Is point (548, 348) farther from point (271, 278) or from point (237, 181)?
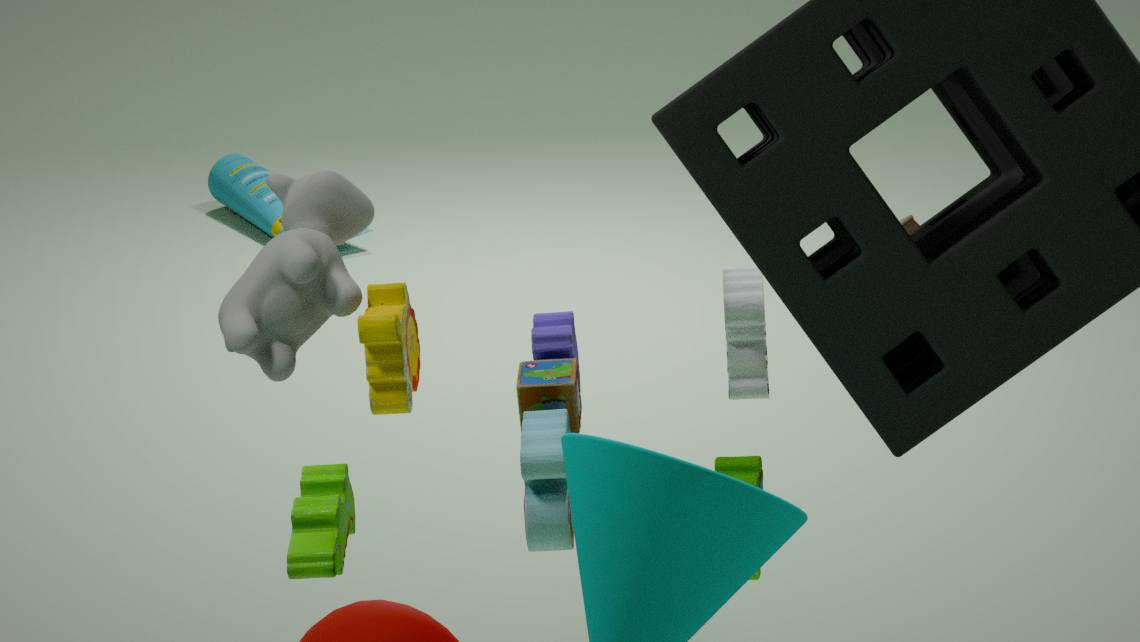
point (237, 181)
